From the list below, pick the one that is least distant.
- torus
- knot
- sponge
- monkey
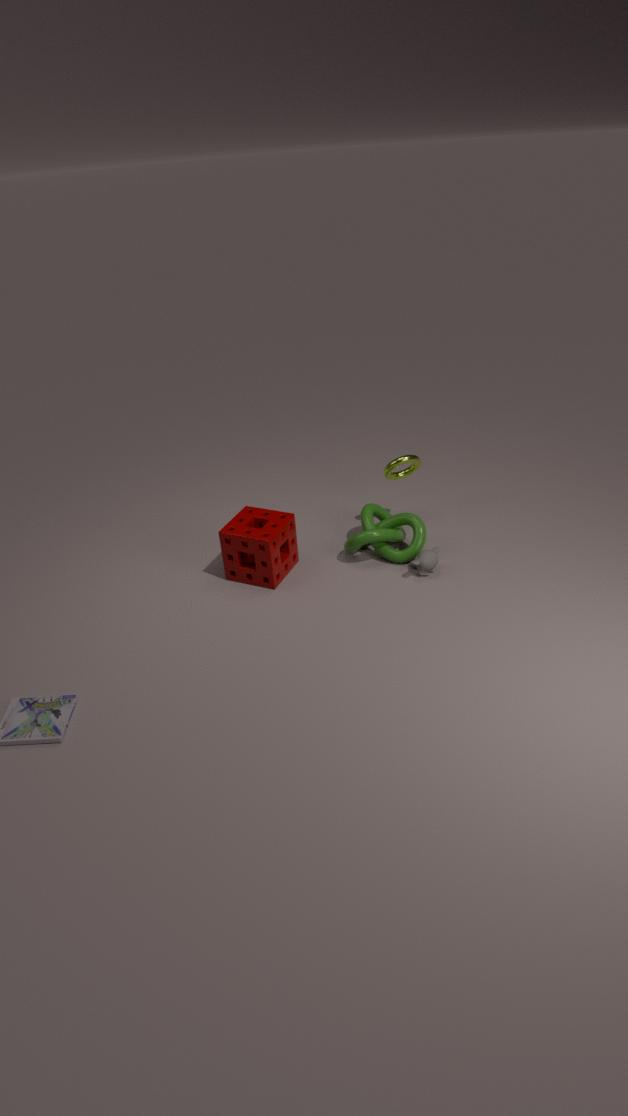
sponge
